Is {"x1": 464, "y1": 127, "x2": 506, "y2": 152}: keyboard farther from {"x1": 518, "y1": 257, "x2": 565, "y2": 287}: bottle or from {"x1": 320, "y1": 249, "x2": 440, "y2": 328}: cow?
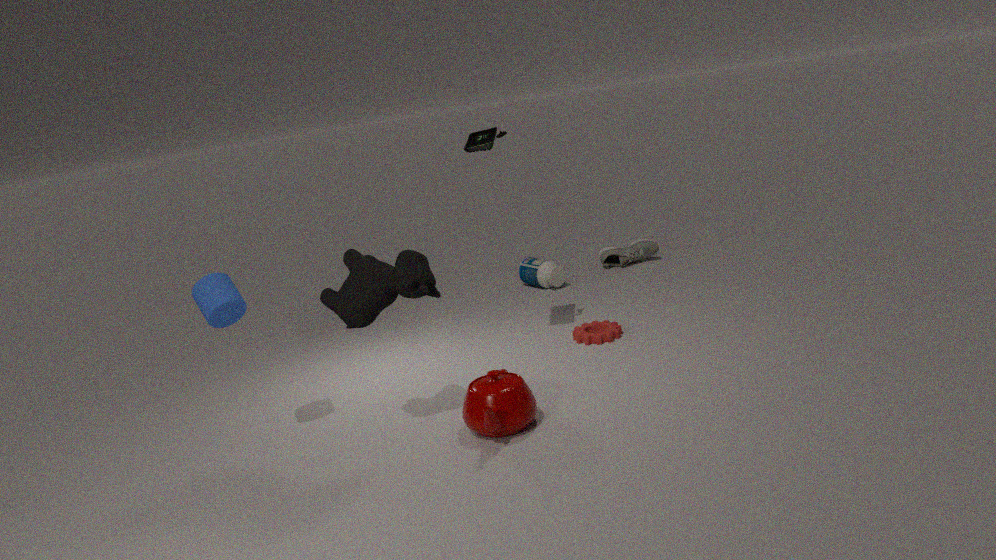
{"x1": 518, "y1": 257, "x2": 565, "y2": 287}: bottle
